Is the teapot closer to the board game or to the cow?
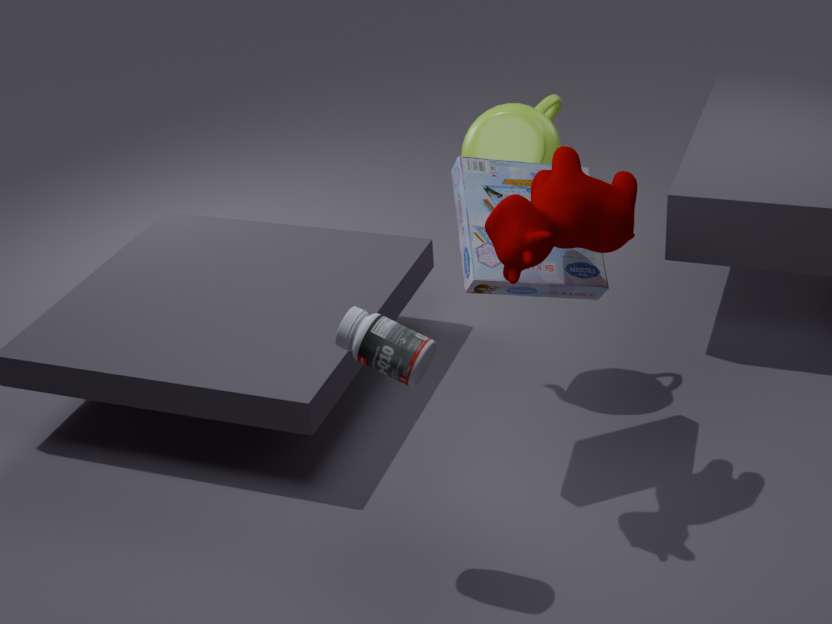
the board game
